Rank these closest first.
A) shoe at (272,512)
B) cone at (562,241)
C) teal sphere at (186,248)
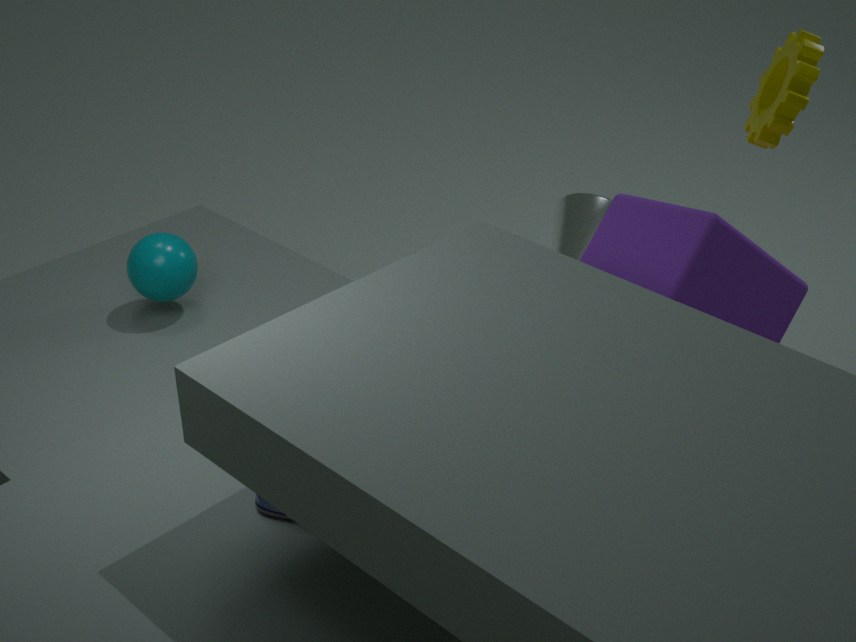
shoe at (272,512) < teal sphere at (186,248) < cone at (562,241)
